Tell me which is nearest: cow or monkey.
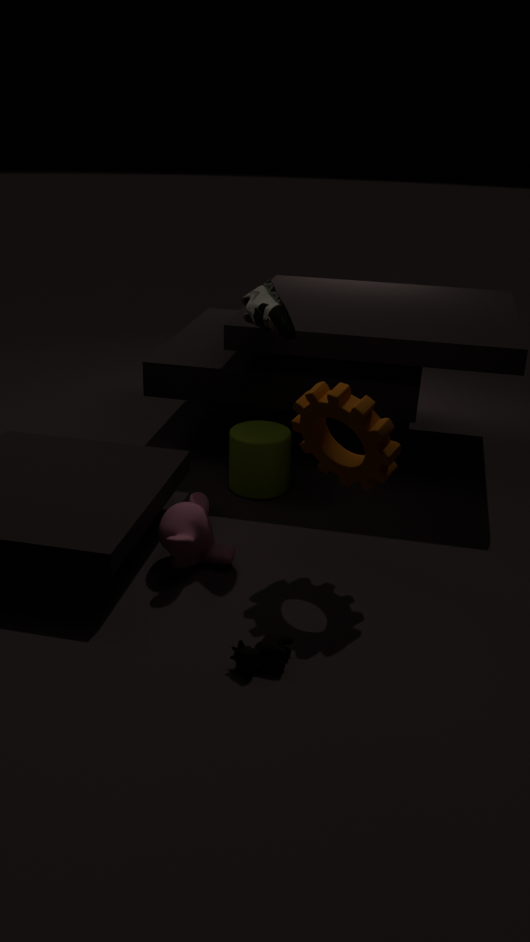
cow
